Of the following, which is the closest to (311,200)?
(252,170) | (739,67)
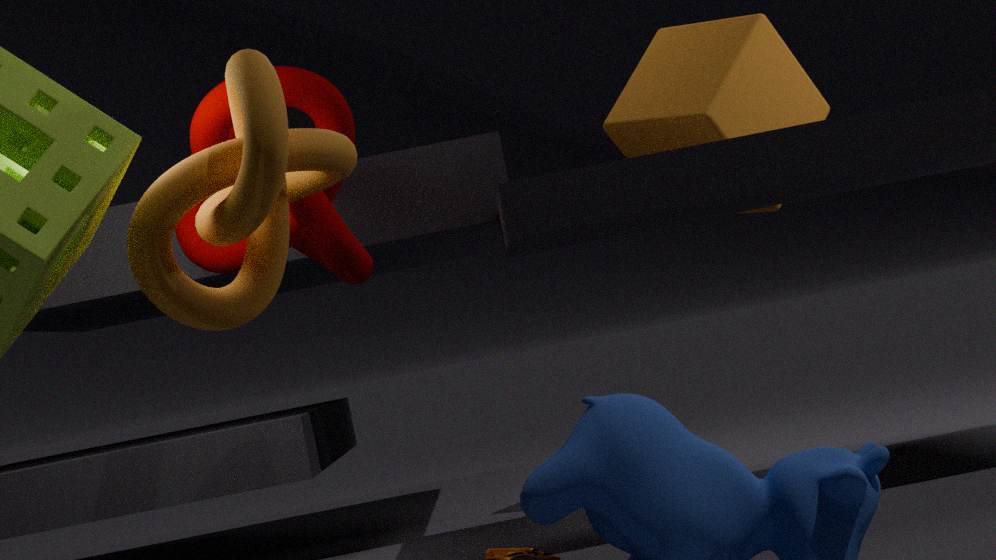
(252,170)
